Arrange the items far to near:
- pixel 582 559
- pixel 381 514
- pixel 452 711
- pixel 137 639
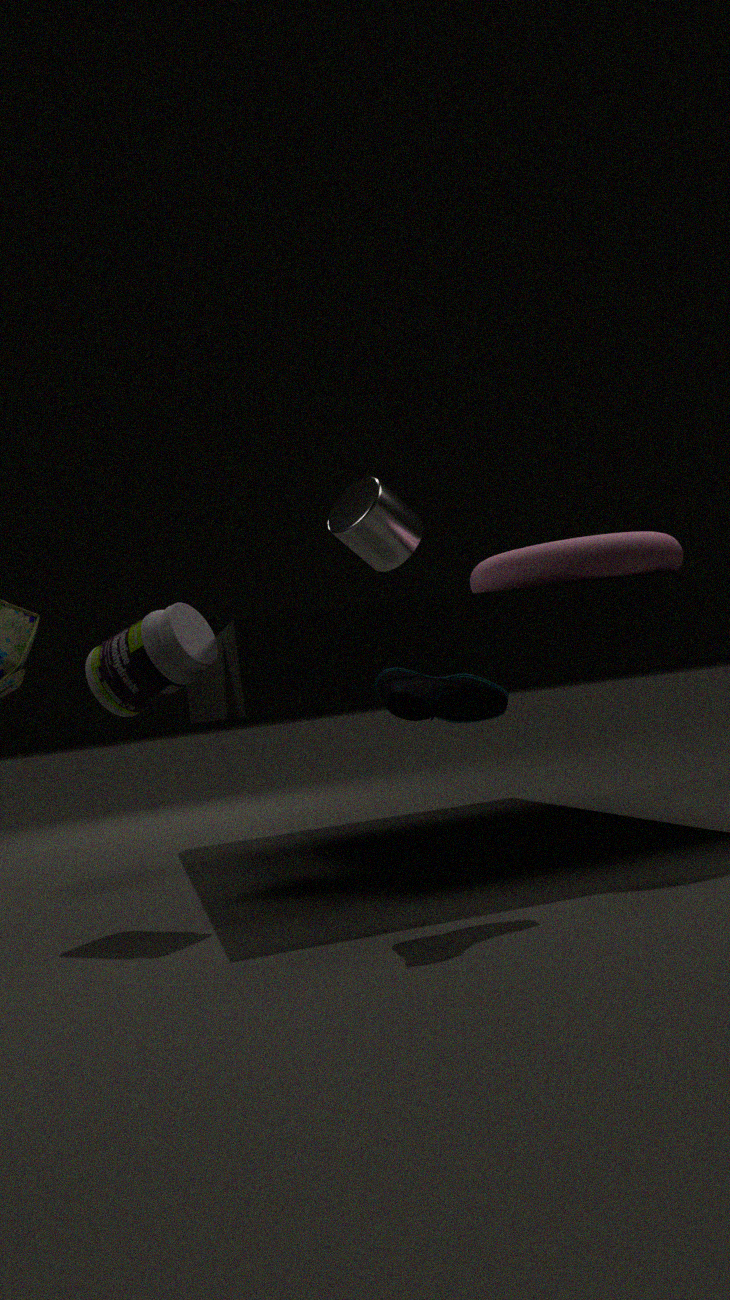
pixel 381 514 → pixel 582 559 → pixel 137 639 → pixel 452 711
